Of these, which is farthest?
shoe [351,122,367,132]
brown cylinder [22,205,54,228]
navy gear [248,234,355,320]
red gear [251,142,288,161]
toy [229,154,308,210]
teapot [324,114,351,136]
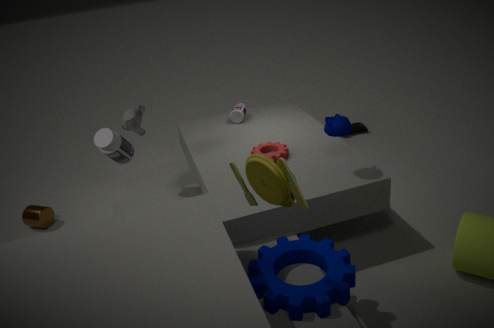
shoe [351,122,367,132]
